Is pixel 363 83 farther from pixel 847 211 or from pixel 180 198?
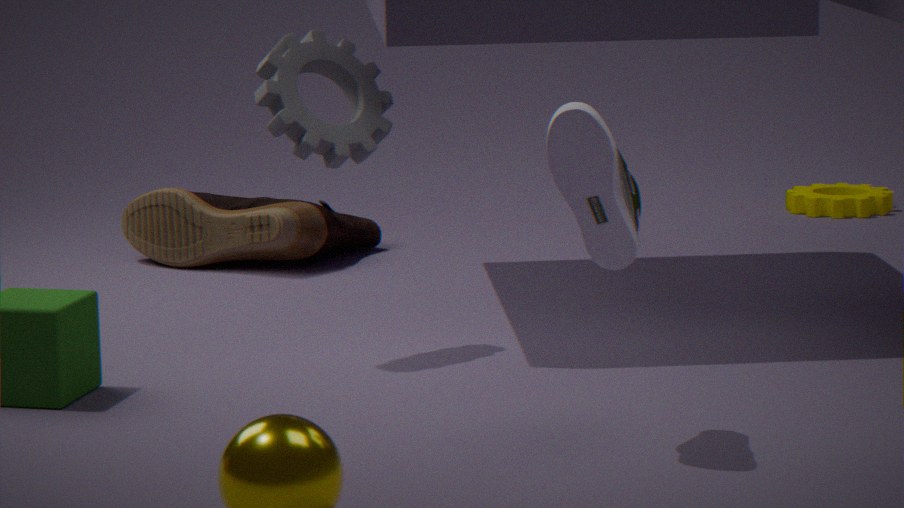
pixel 847 211
